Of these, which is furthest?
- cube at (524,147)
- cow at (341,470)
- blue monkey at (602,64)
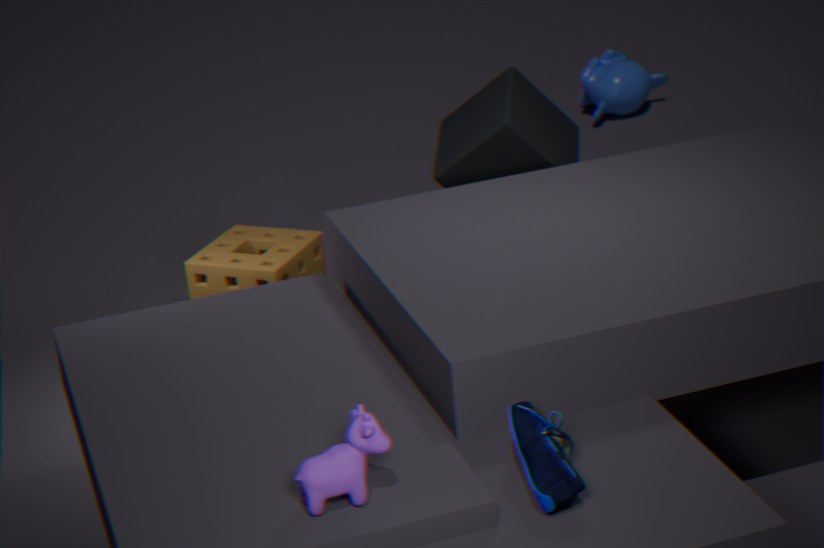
blue monkey at (602,64)
